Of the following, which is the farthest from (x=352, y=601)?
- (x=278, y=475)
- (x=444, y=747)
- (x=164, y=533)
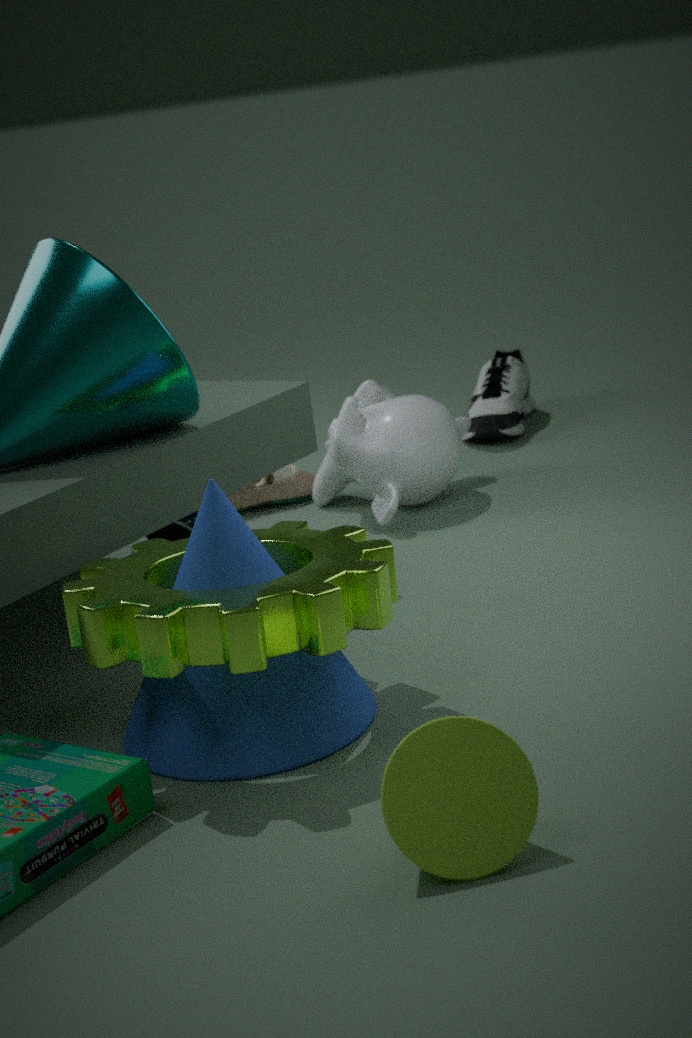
(x=278, y=475)
